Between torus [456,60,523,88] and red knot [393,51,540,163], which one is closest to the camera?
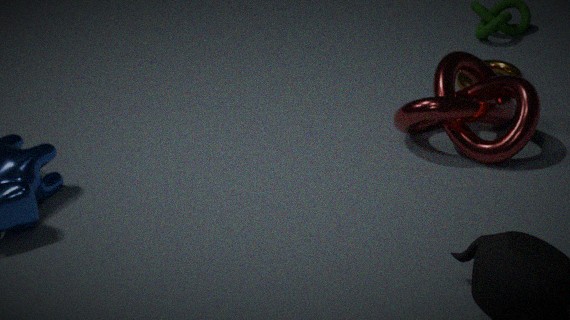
red knot [393,51,540,163]
